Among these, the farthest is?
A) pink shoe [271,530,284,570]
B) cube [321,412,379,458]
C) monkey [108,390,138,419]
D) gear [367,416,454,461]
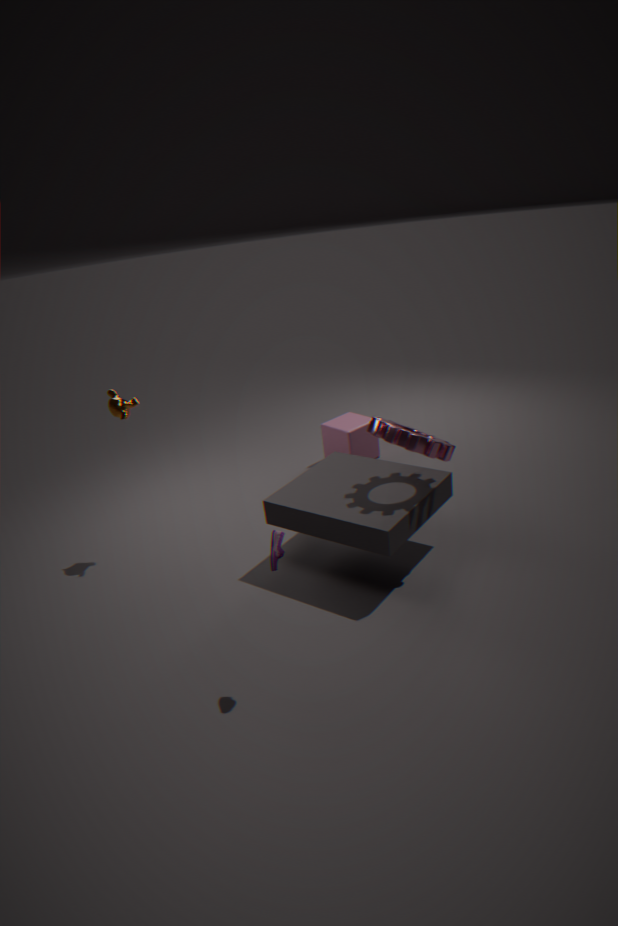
cube [321,412,379,458]
